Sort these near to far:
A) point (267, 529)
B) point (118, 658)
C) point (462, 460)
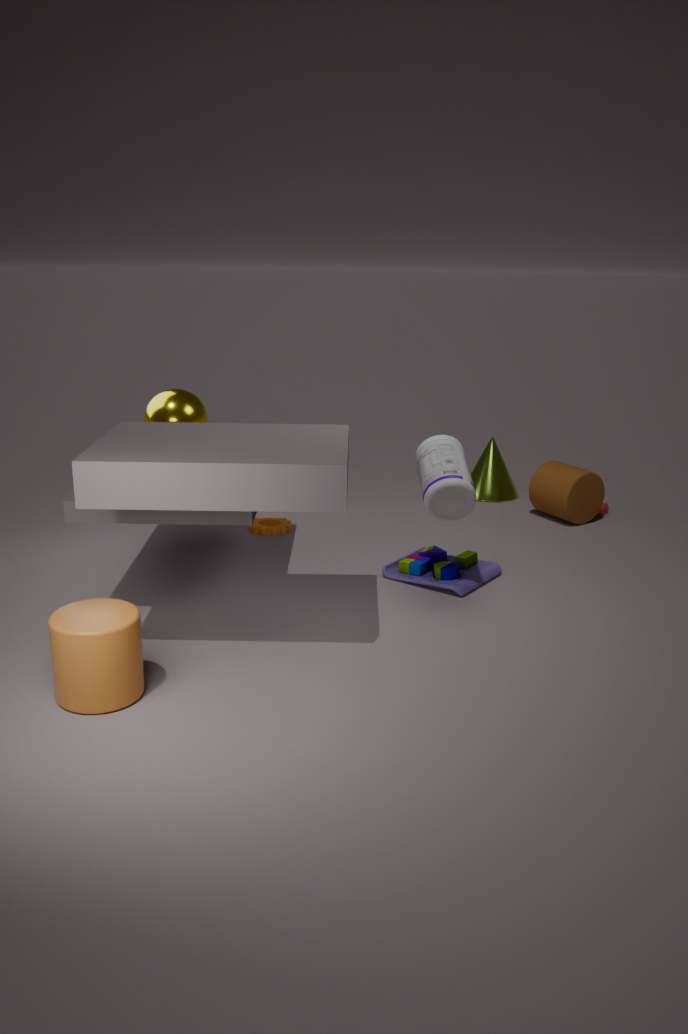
point (118, 658) < point (462, 460) < point (267, 529)
